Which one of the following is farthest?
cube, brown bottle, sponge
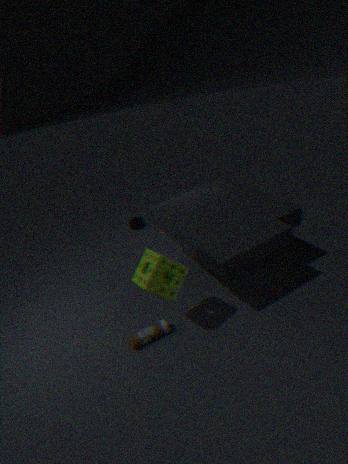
cube
